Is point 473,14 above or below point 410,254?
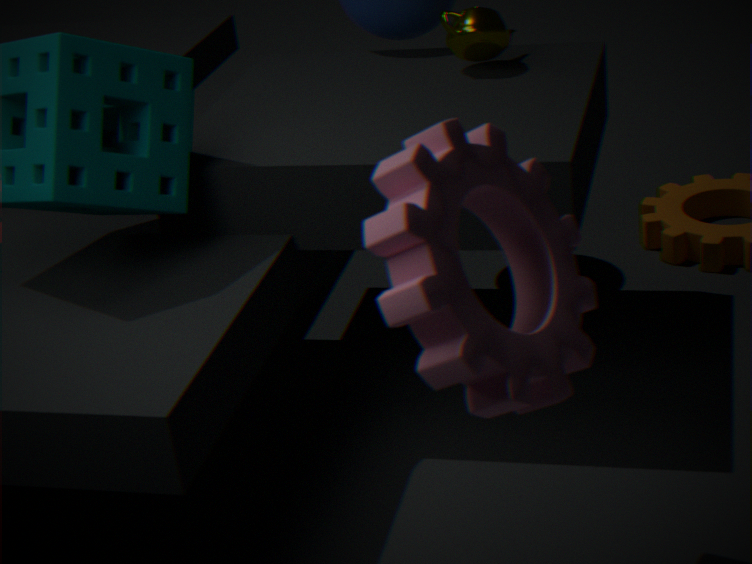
above
